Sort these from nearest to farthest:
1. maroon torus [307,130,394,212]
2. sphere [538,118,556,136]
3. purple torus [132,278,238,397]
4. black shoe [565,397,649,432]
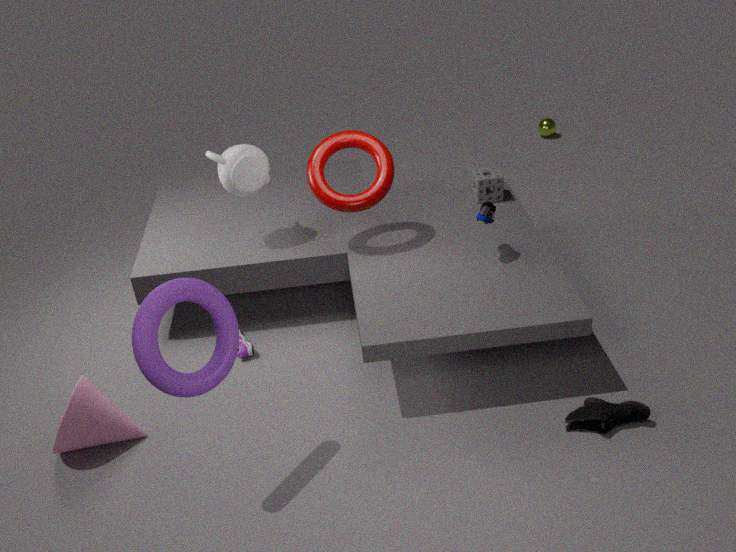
purple torus [132,278,238,397] → black shoe [565,397,649,432] → maroon torus [307,130,394,212] → sphere [538,118,556,136]
